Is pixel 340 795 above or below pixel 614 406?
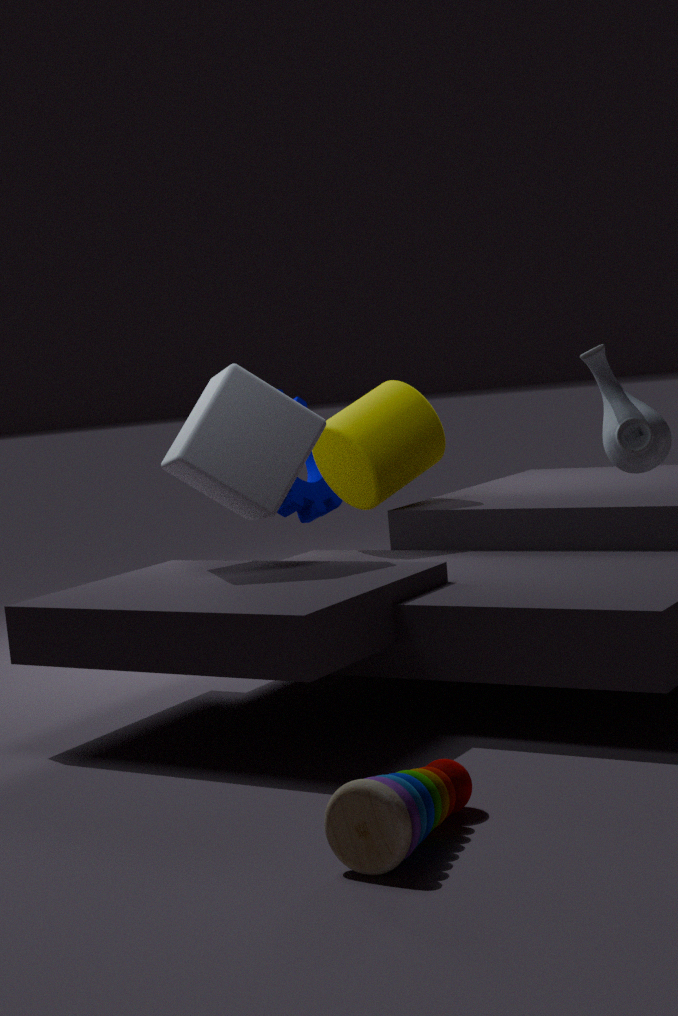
below
